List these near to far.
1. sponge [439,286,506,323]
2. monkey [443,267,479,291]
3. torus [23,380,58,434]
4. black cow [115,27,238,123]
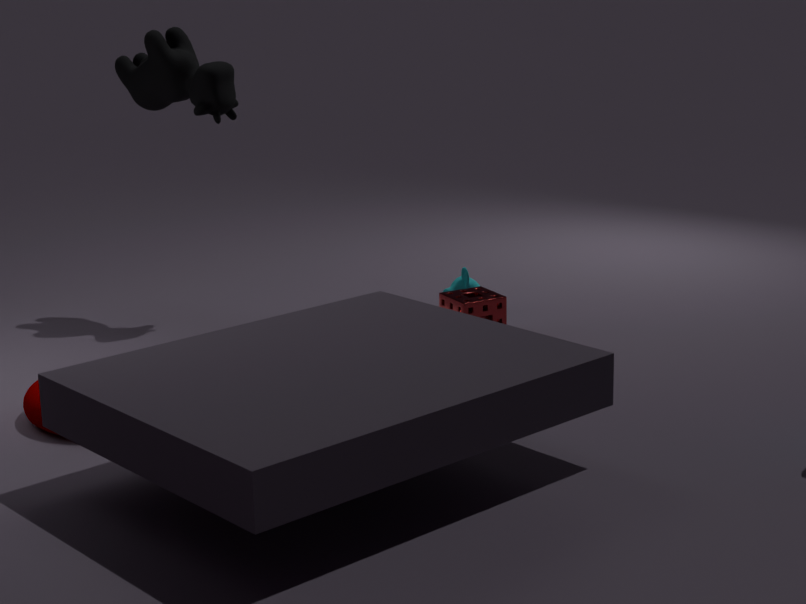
torus [23,380,58,434] < sponge [439,286,506,323] < black cow [115,27,238,123] < monkey [443,267,479,291]
